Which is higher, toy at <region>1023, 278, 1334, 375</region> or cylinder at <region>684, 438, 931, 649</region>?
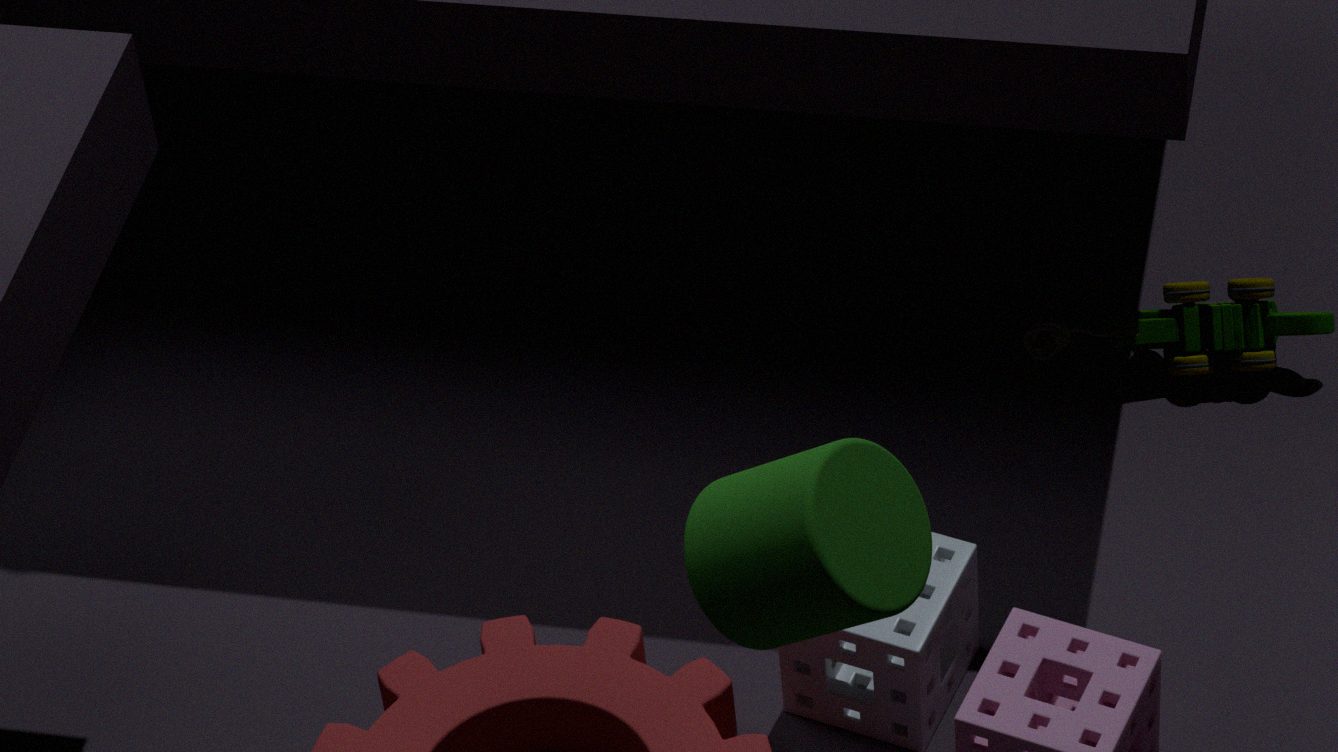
cylinder at <region>684, 438, 931, 649</region>
